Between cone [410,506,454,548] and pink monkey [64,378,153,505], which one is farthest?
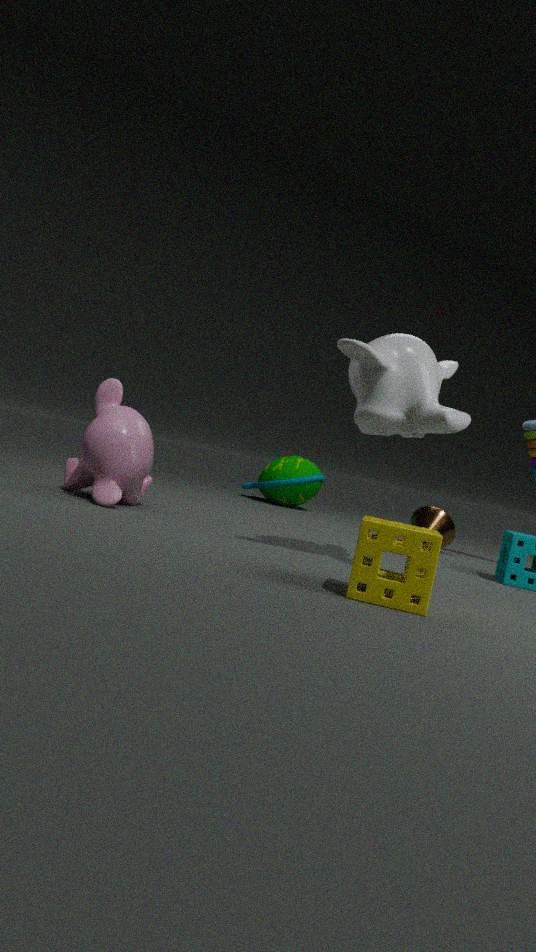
cone [410,506,454,548]
